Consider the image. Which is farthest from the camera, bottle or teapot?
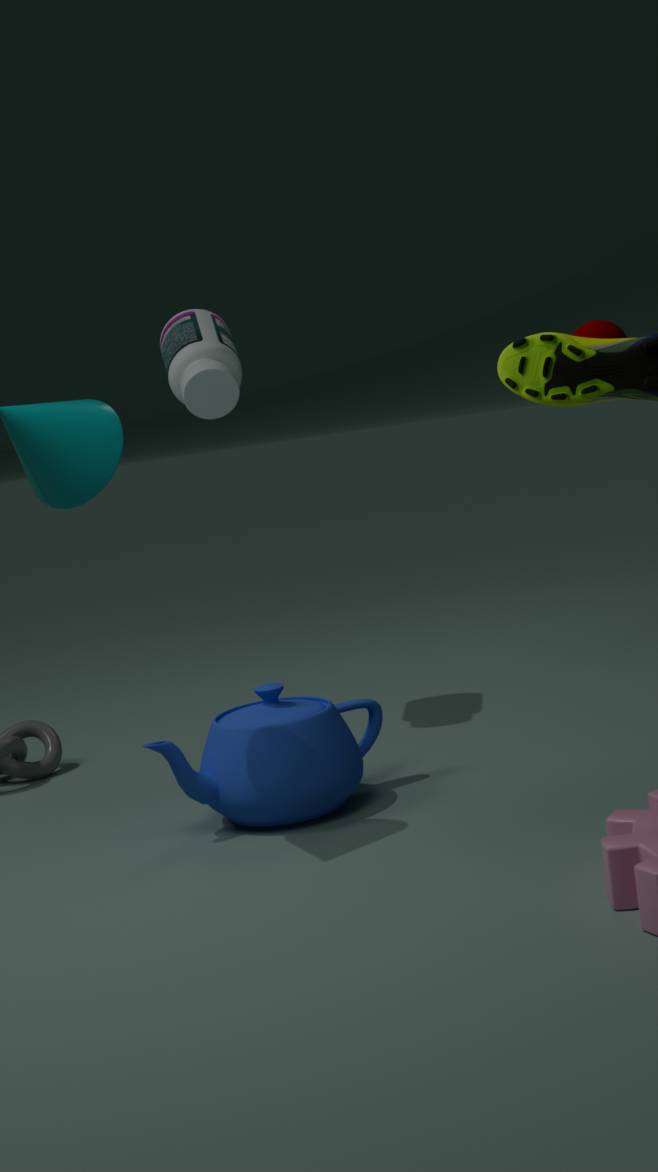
bottle
